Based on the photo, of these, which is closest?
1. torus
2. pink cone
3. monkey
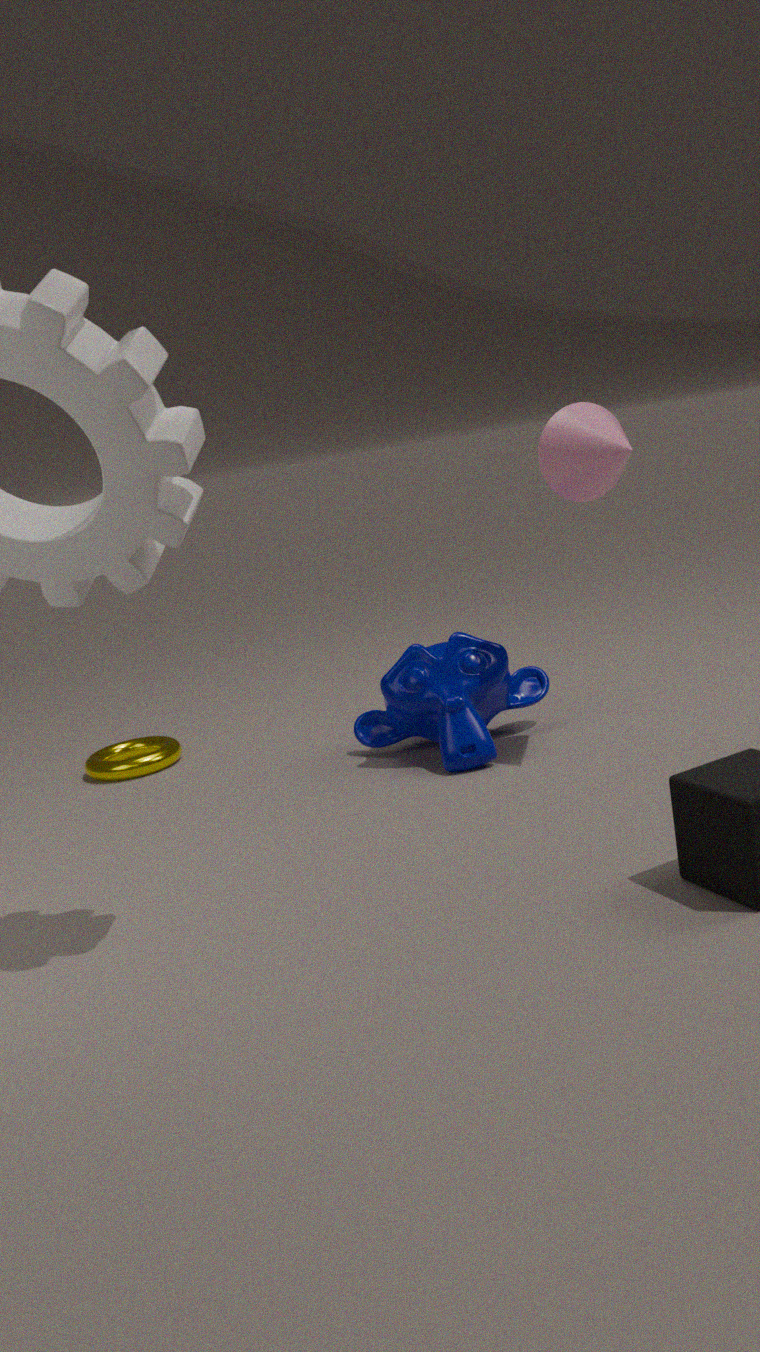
pink cone
